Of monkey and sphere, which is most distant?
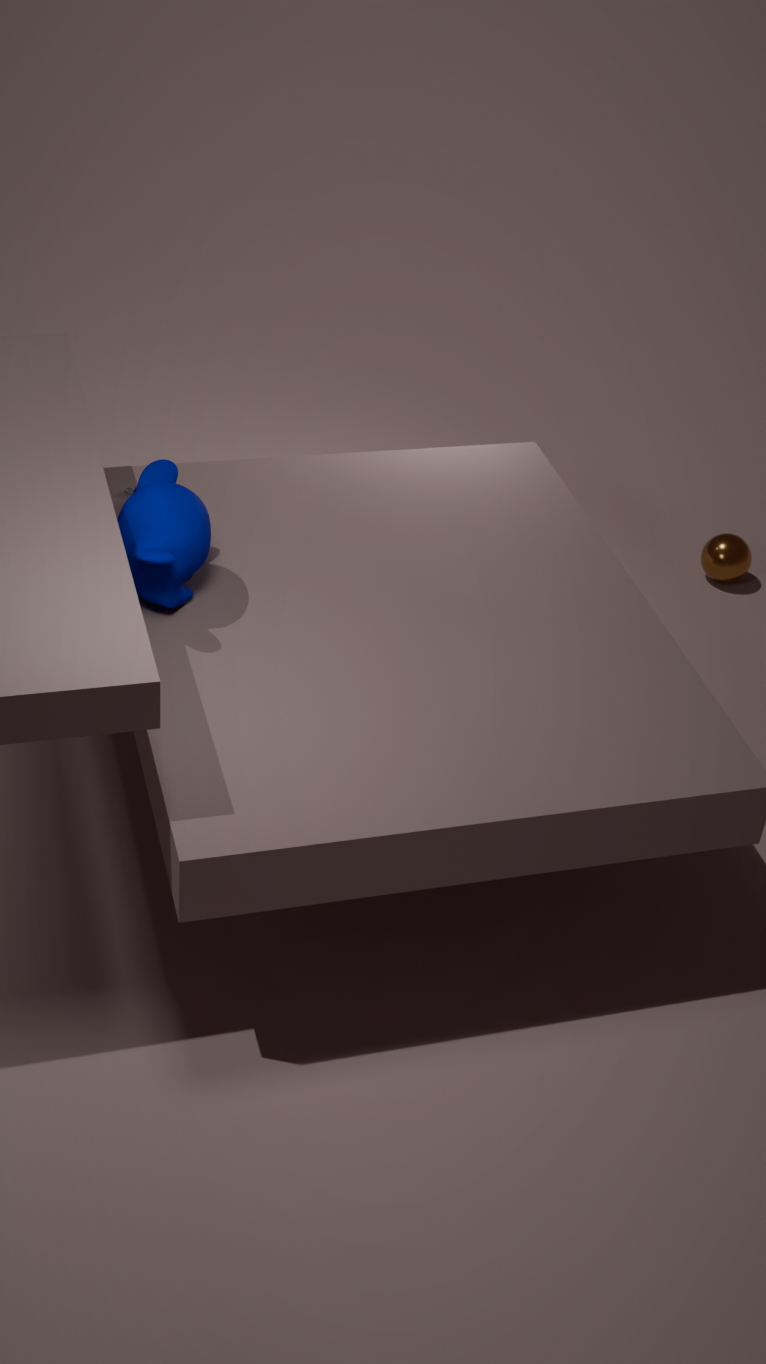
sphere
